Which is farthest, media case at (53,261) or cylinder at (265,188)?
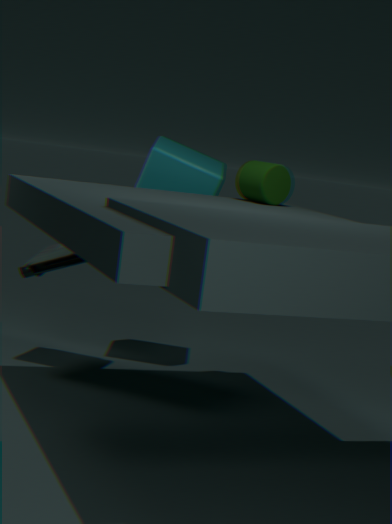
media case at (53,261)
